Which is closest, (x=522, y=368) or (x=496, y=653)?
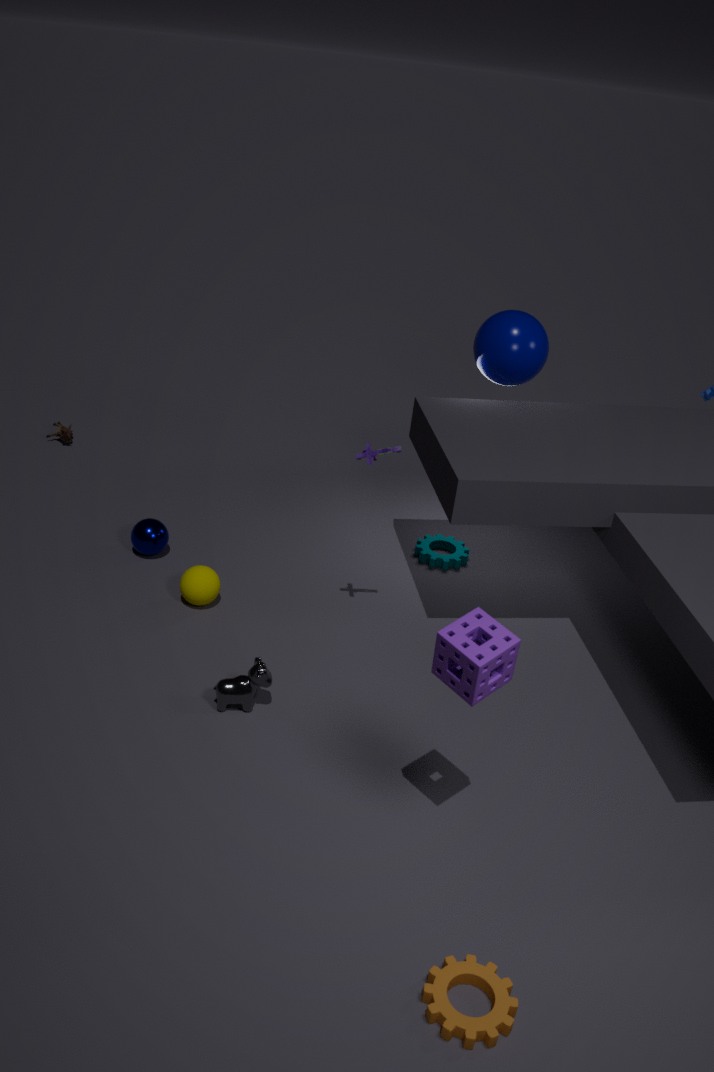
(x=496, y=653)
